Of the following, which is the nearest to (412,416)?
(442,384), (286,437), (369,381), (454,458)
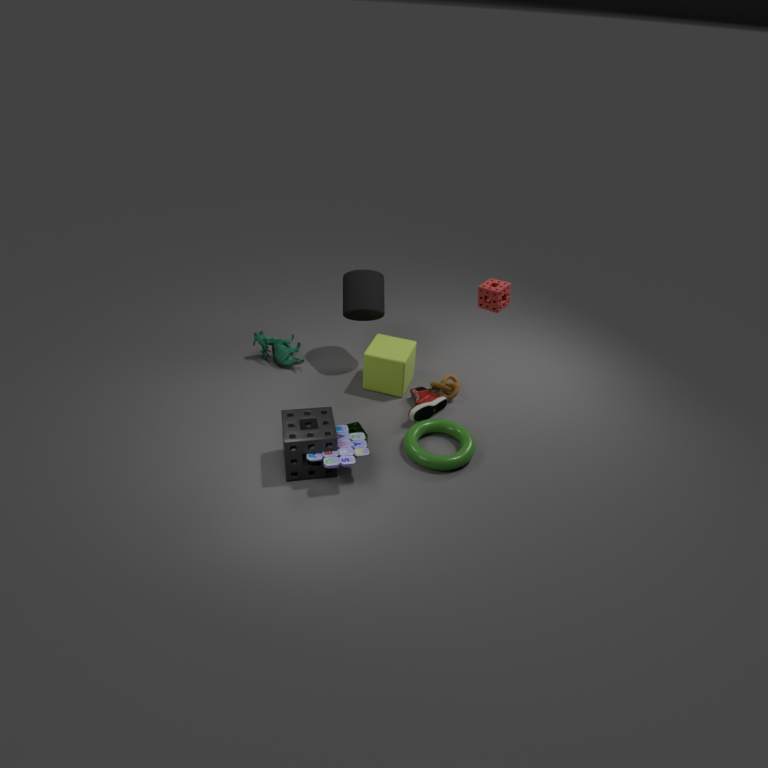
(442,384)
